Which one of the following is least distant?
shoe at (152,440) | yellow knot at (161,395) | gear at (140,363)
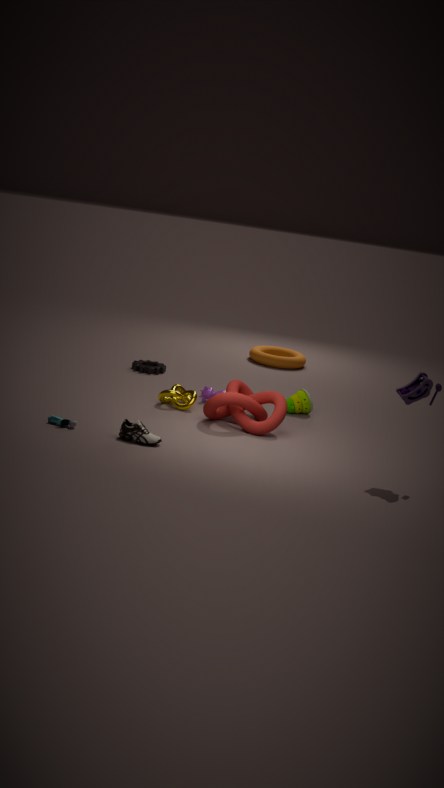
shoe at (152,440)
